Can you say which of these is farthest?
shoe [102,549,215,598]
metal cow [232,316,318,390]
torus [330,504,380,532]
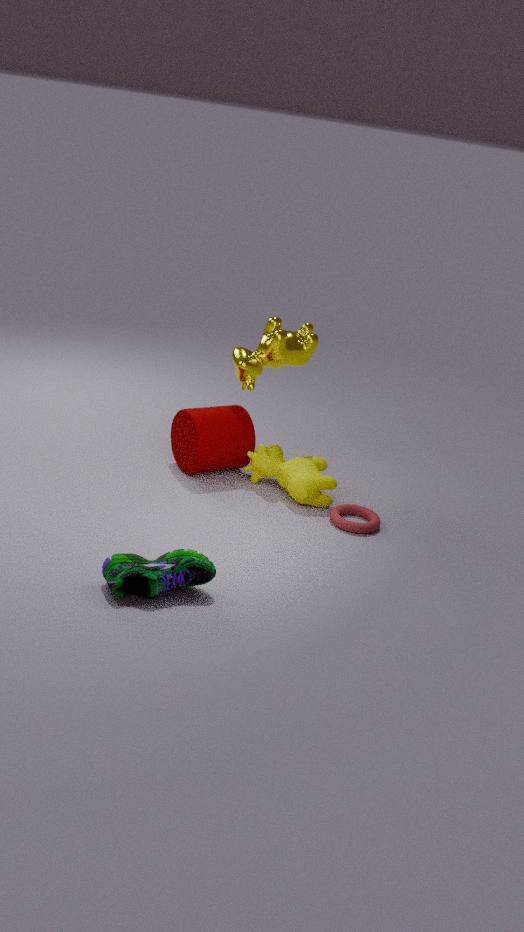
metal cow [232,316,318,390]
